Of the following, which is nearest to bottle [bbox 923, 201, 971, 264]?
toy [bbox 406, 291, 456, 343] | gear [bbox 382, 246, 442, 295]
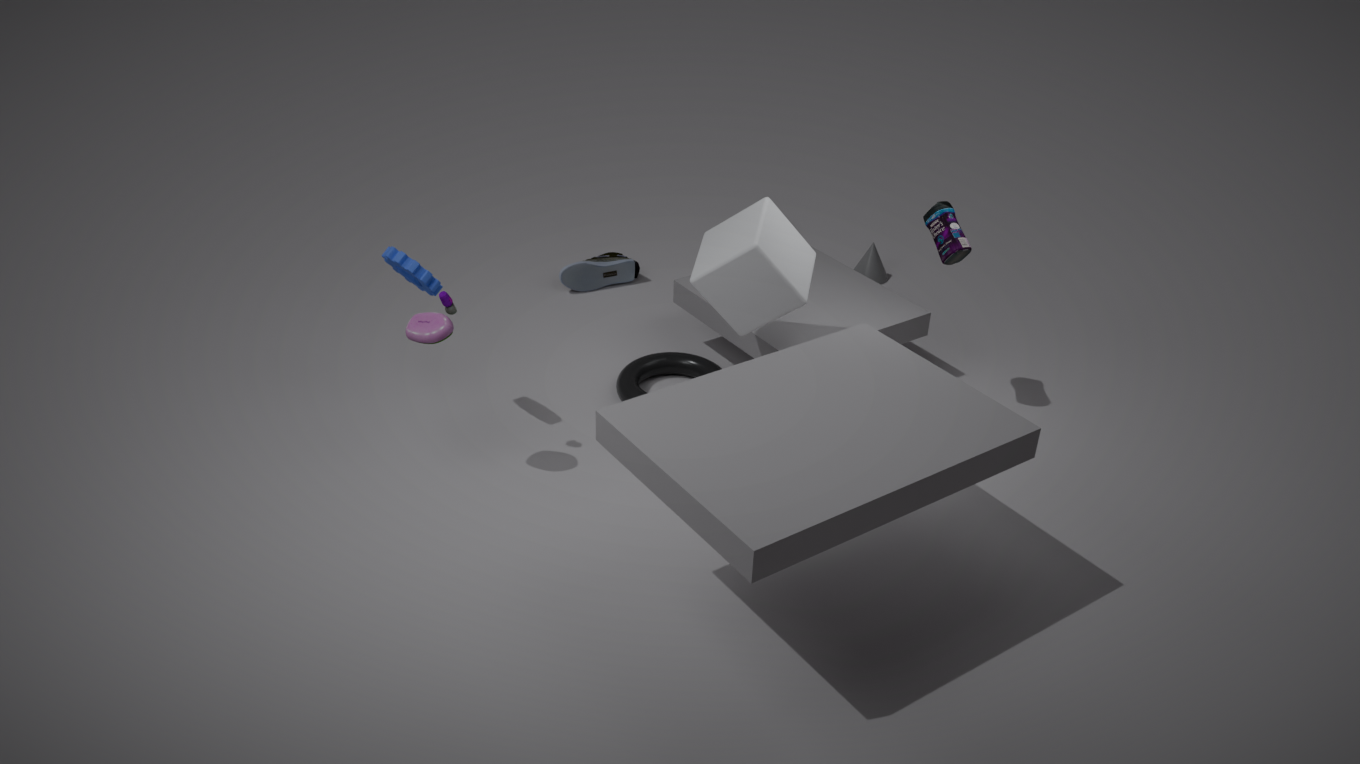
toy [bbox 406, 291, 456, 343]
